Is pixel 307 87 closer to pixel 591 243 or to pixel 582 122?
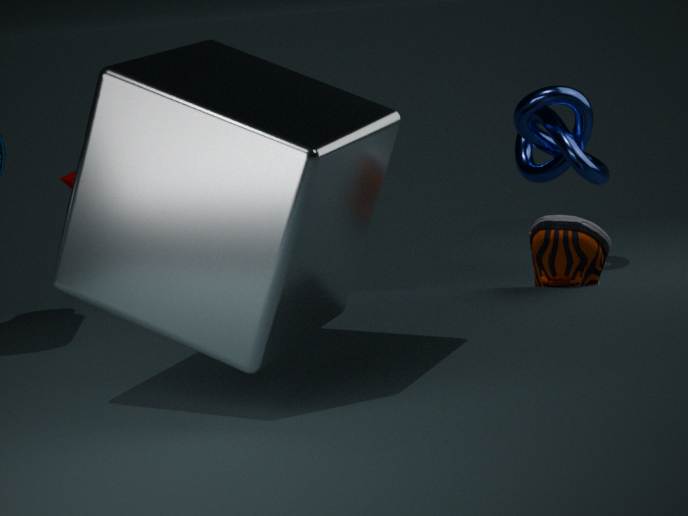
pixel 591 243
